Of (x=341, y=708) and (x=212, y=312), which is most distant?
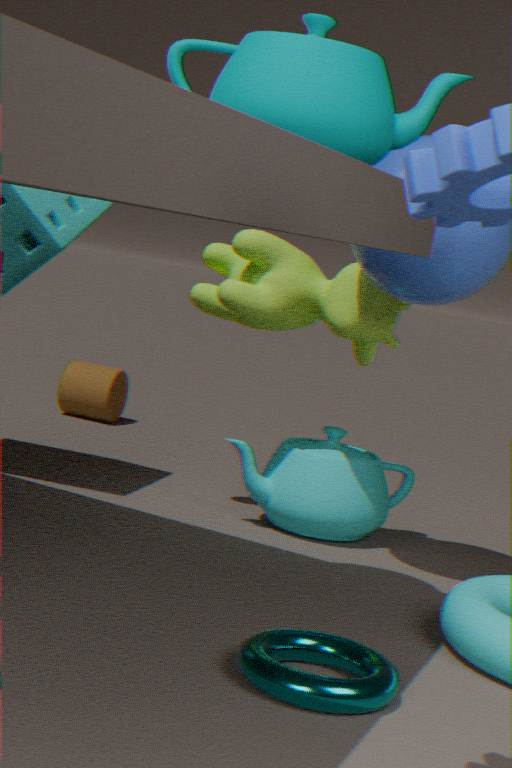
(x=212, y=312)
